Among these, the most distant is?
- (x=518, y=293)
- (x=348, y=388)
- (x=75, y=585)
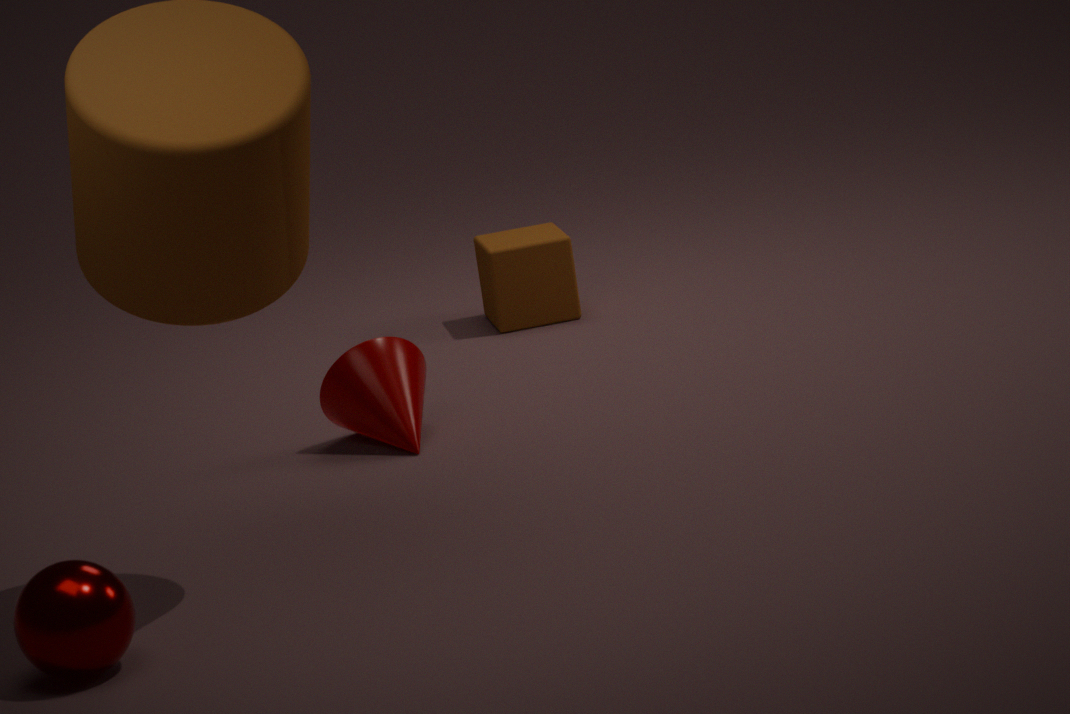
(x=518, y=293)
